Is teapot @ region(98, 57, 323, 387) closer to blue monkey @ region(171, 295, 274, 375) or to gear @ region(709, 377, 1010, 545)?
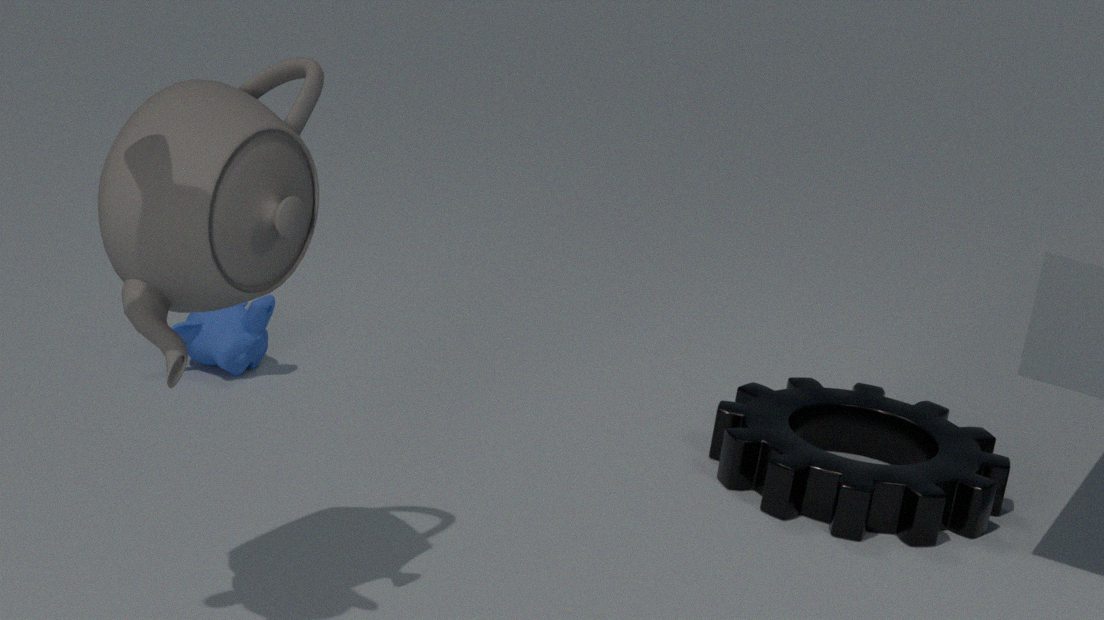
blue monkey @ region(171, 295, 274, 375)
